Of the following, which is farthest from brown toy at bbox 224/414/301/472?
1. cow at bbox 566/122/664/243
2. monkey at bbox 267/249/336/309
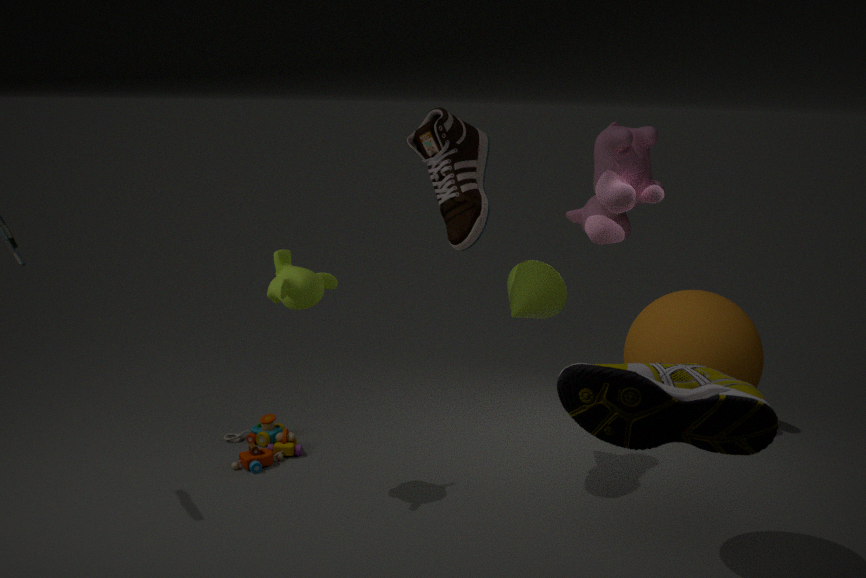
cow at bbox 566/122/664/243
